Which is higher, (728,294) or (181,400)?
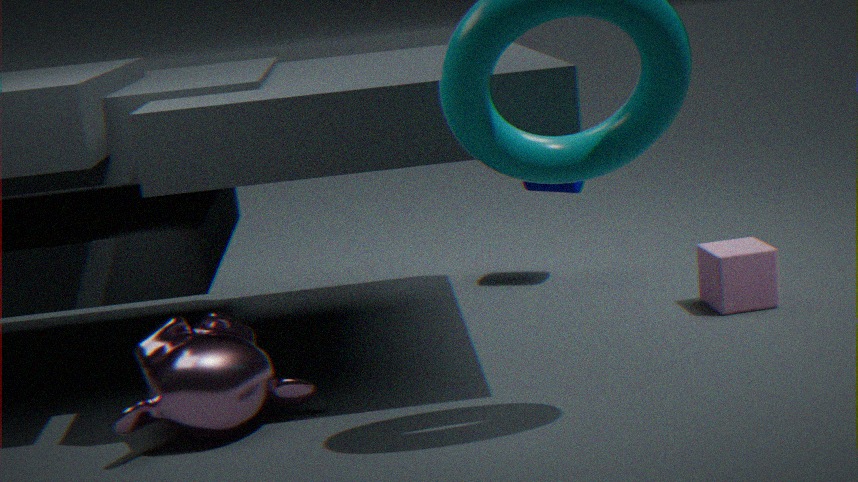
(181,400)
